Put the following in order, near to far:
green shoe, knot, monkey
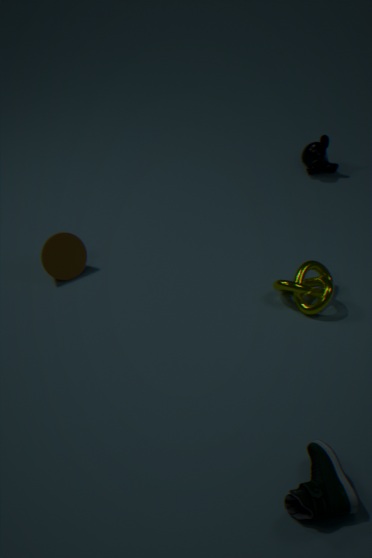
green shoe, knot, monkey
